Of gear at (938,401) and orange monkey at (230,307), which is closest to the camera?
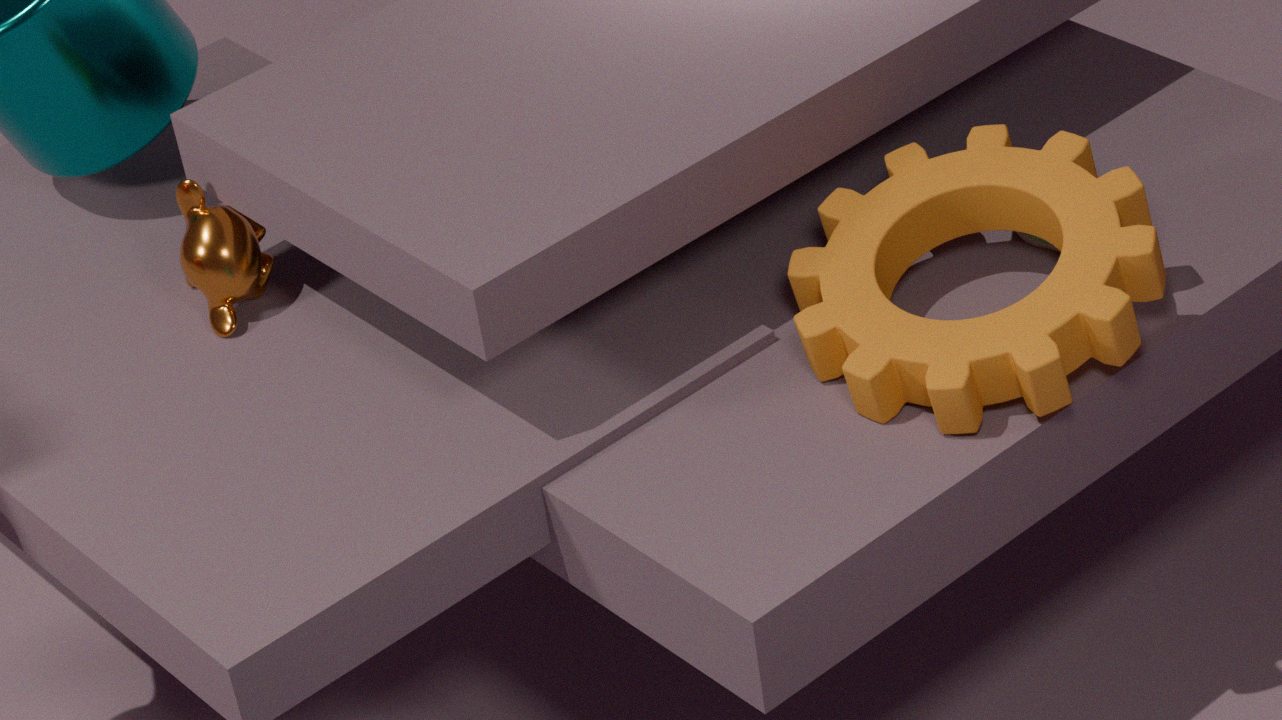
gear at (938,401)
